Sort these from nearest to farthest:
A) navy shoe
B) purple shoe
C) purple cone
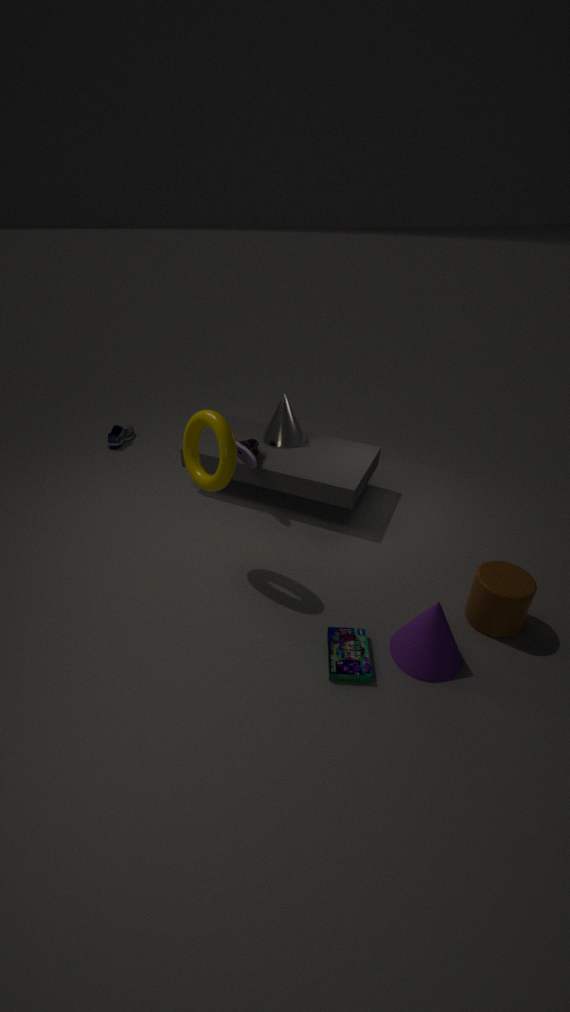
1. purple cone
2. purple shoe
3. navy shoe
